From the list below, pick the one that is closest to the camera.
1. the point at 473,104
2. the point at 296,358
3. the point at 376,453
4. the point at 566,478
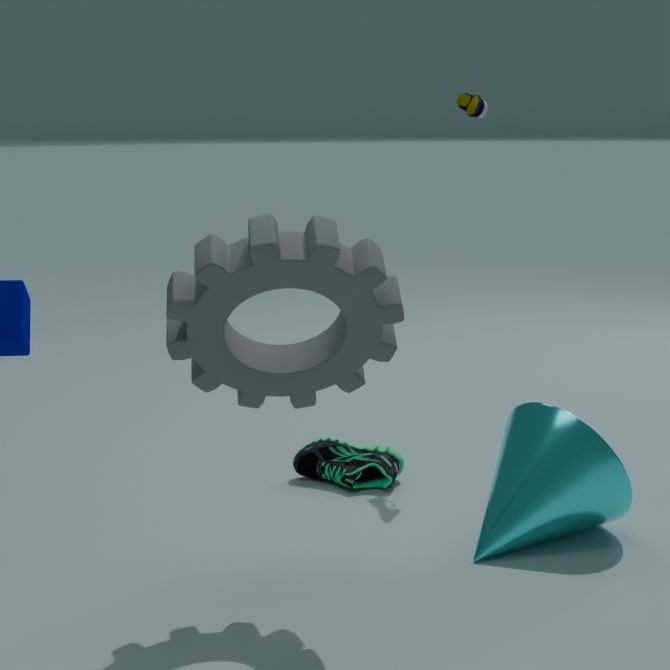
the point at 296,358
